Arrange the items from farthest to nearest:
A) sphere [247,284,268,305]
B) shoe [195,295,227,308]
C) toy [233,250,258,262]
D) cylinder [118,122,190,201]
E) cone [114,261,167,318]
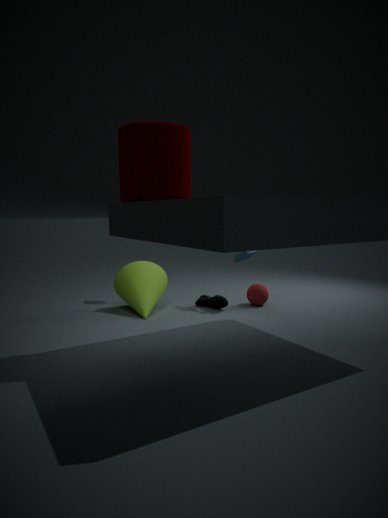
sphere [247,284,268,305] → shoe [195,295,227,308] → toy [233,250,258,262] → cone [114,261,167,318] → cylinder [118,122,190,201]
